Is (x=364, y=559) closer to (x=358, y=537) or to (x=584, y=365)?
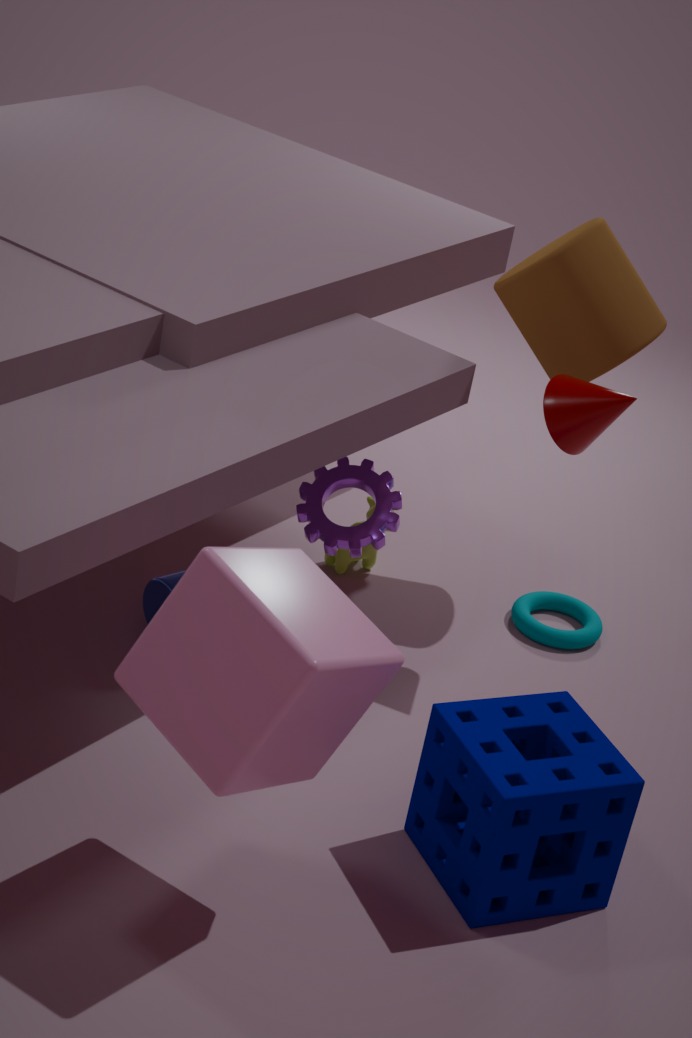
(x=358, y=537)
